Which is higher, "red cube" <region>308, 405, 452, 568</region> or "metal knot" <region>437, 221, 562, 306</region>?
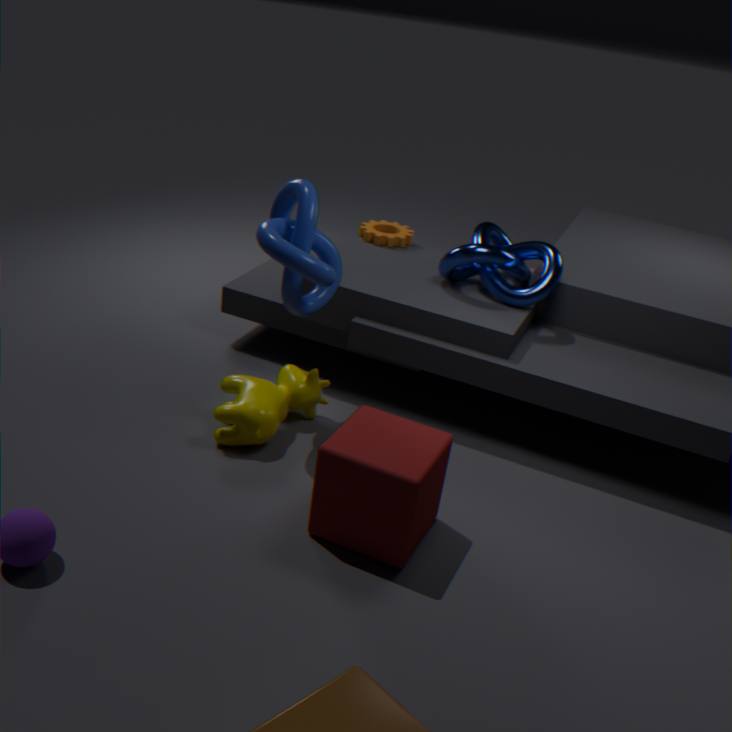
"metal knot" <region>437, 221, 562, 306</region>
